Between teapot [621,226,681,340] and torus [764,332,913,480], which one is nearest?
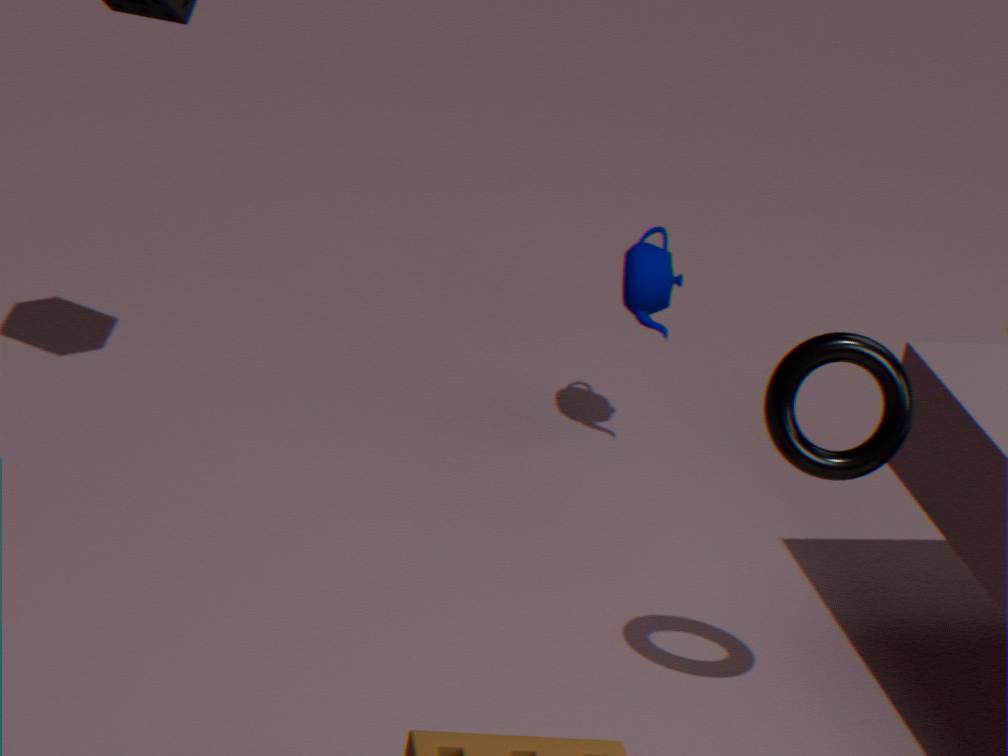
torus [764,332,913,480]
